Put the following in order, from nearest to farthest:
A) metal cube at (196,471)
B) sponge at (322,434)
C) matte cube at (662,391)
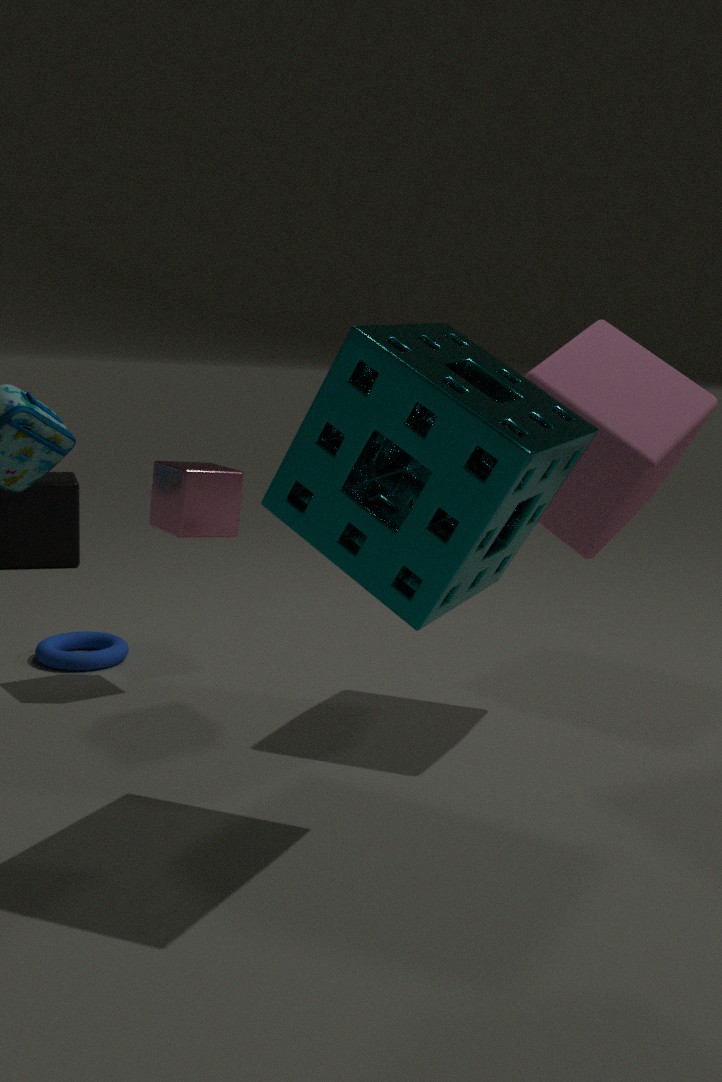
sponge at (322,434) < matte cube at (662,391) < metal cube at (196,471)
